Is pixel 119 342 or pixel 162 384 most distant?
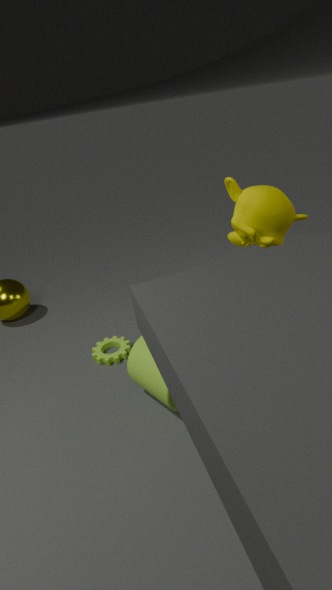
pixel 119 342
